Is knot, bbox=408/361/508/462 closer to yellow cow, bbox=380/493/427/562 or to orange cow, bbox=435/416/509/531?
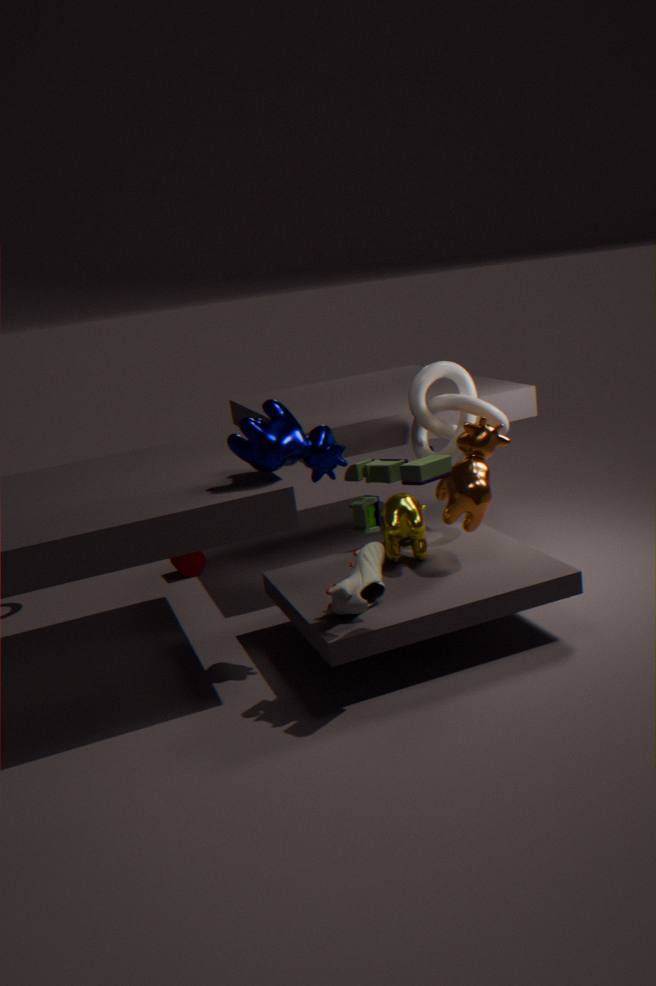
orange cow, bbox=435/416/509/531
